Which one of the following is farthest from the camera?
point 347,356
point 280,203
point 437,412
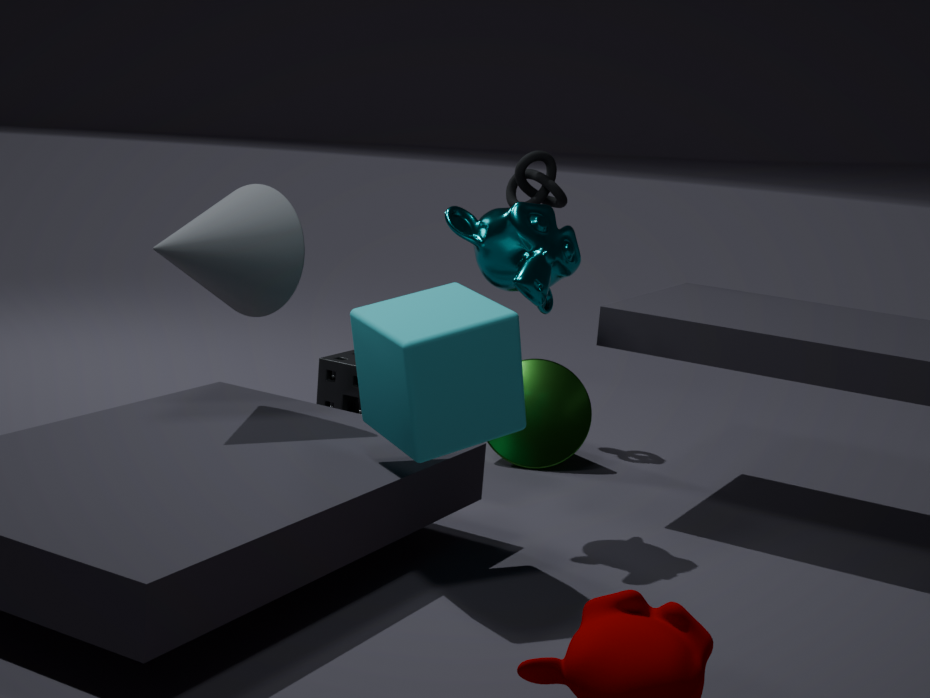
point 347,356
